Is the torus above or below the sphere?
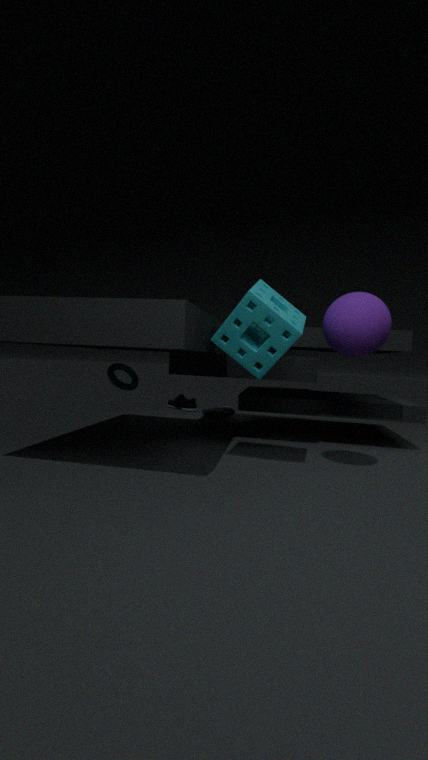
below
